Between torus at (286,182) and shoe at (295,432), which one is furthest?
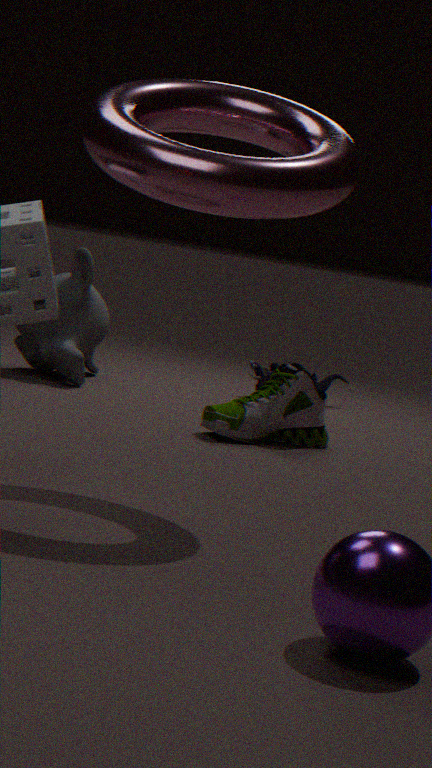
shoe at (295,432)
